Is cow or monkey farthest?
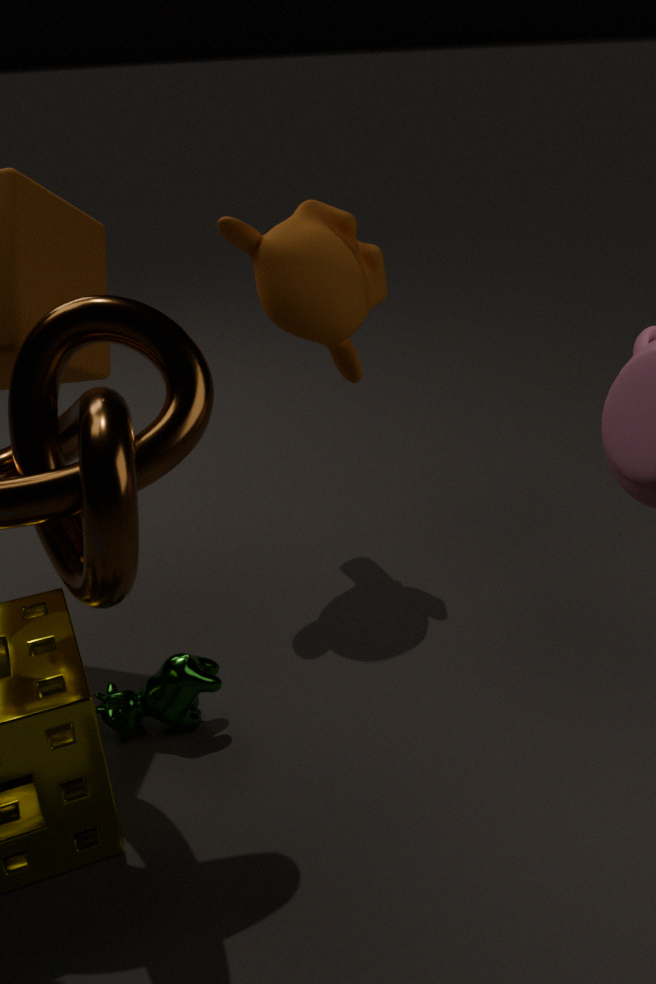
monkey
